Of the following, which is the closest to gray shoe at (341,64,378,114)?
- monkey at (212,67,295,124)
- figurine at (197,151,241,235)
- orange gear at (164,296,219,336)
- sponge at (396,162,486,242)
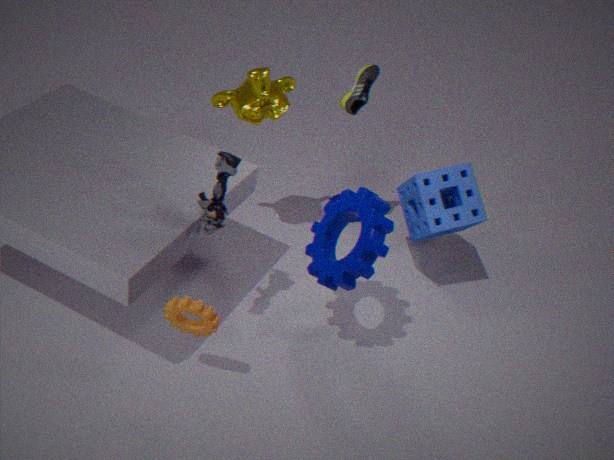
monkey at (212,67,295,124)
